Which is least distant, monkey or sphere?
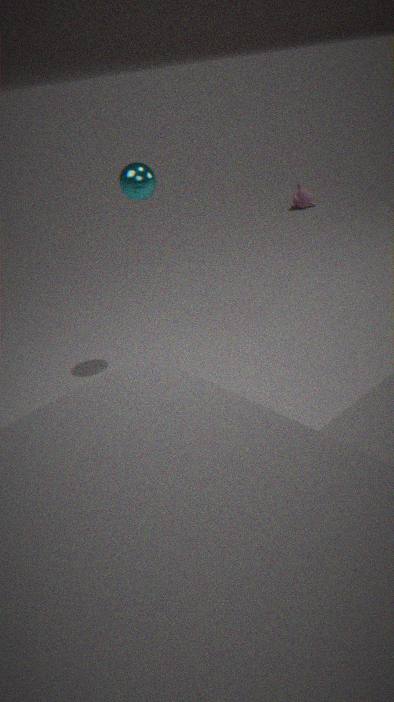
sphere
